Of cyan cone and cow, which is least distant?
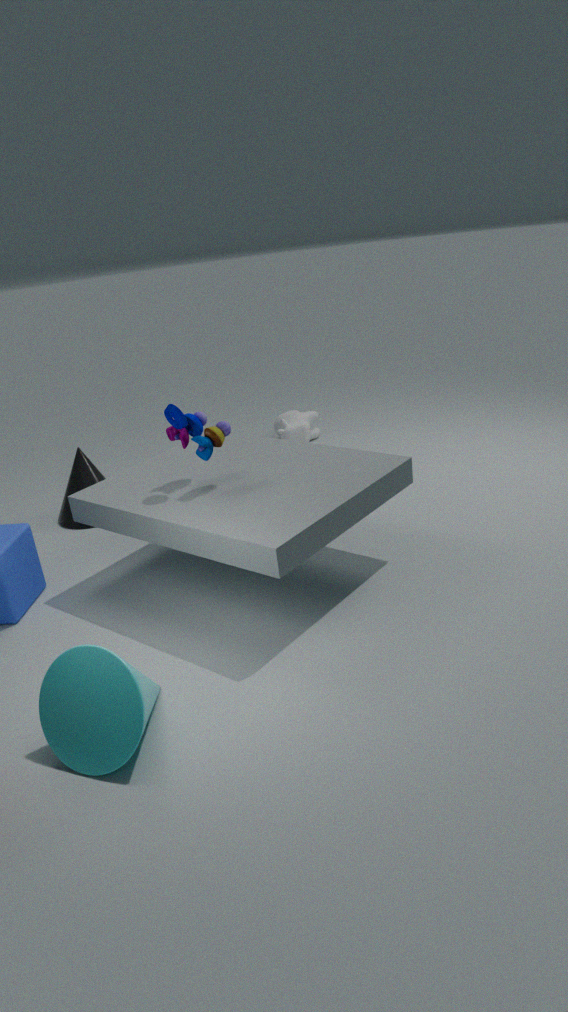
cyan cone
